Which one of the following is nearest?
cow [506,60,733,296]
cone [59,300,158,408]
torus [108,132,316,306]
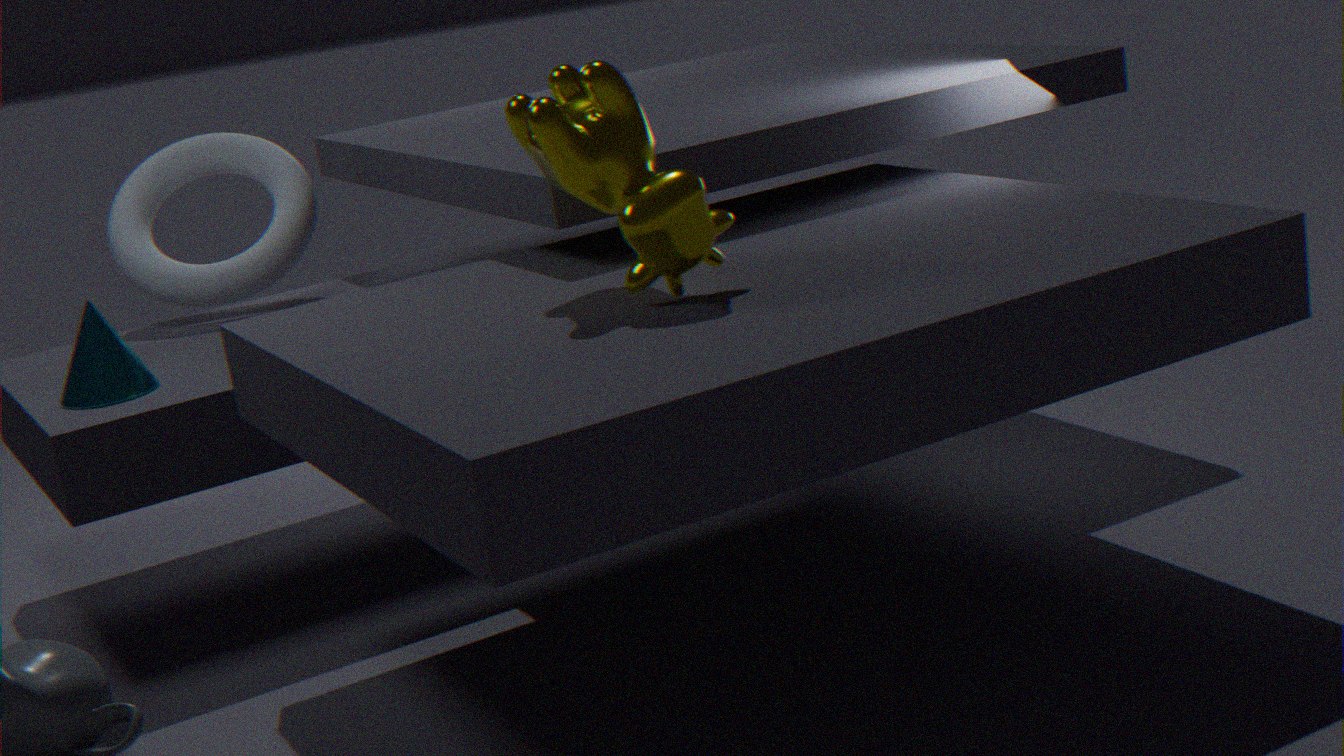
cow [506,60,733,296]
